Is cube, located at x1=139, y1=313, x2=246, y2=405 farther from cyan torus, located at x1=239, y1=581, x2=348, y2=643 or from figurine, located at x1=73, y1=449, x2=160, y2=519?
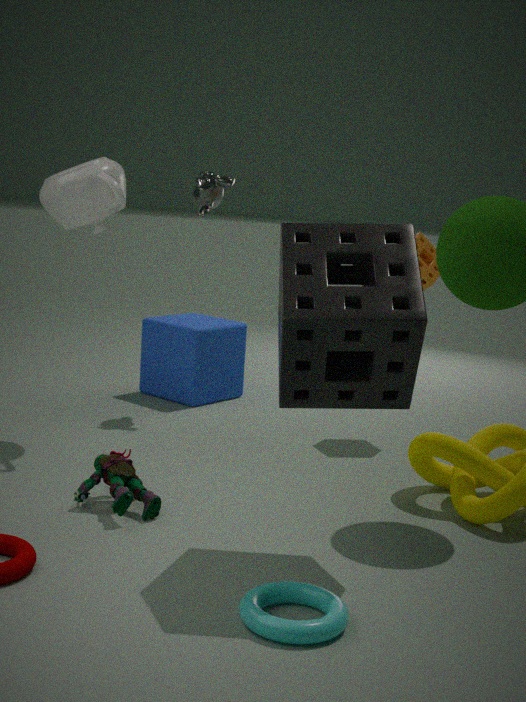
cyan torus, located at x1=239, y1=581, x2=348, y2=643
